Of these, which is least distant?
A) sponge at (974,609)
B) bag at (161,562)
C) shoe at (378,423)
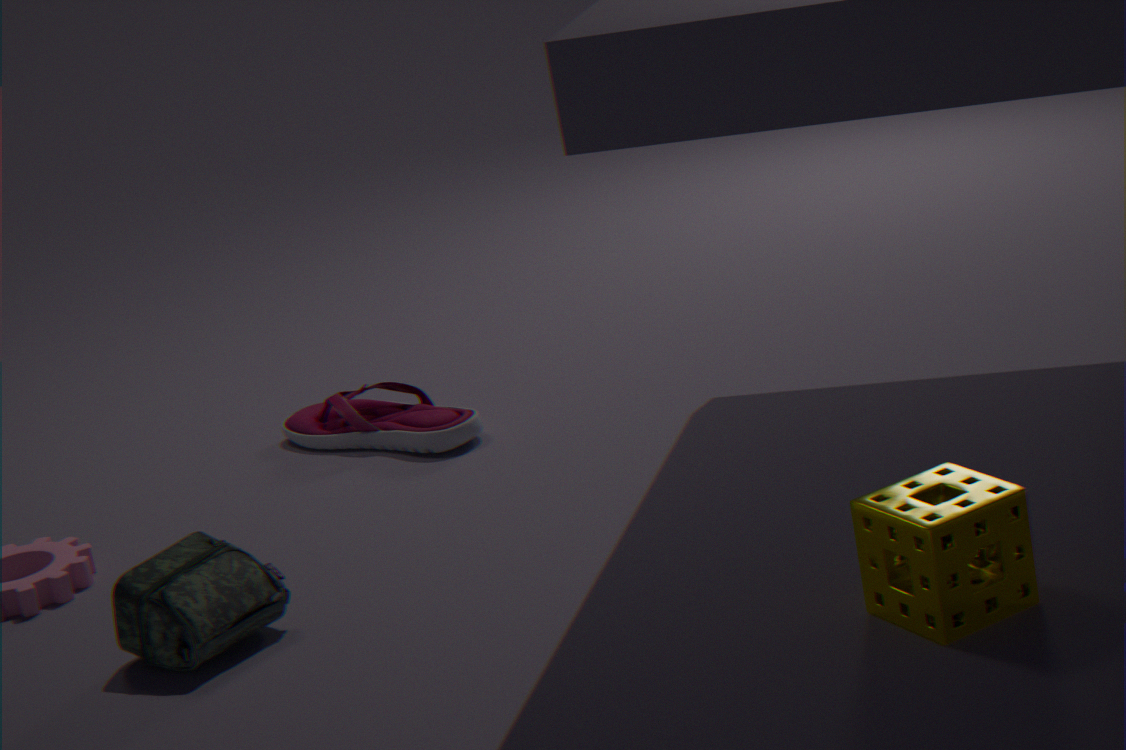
sponge at (974,609)
